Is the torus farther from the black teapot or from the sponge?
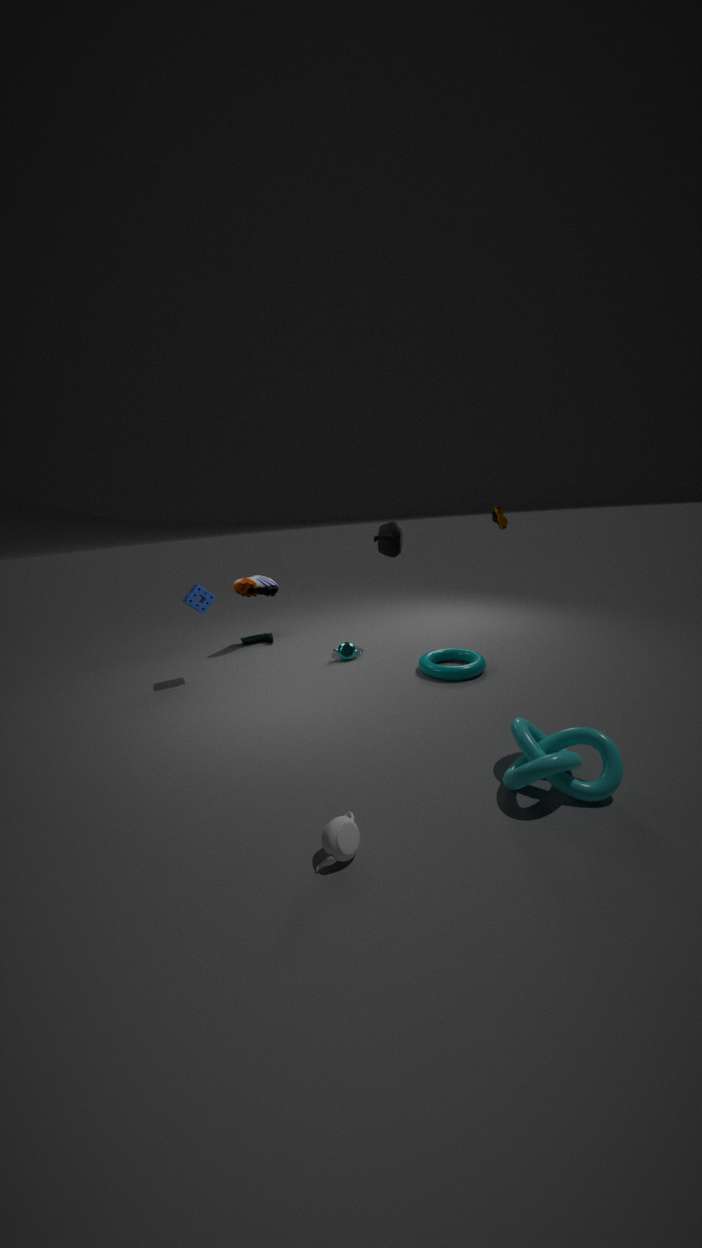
the sponge
